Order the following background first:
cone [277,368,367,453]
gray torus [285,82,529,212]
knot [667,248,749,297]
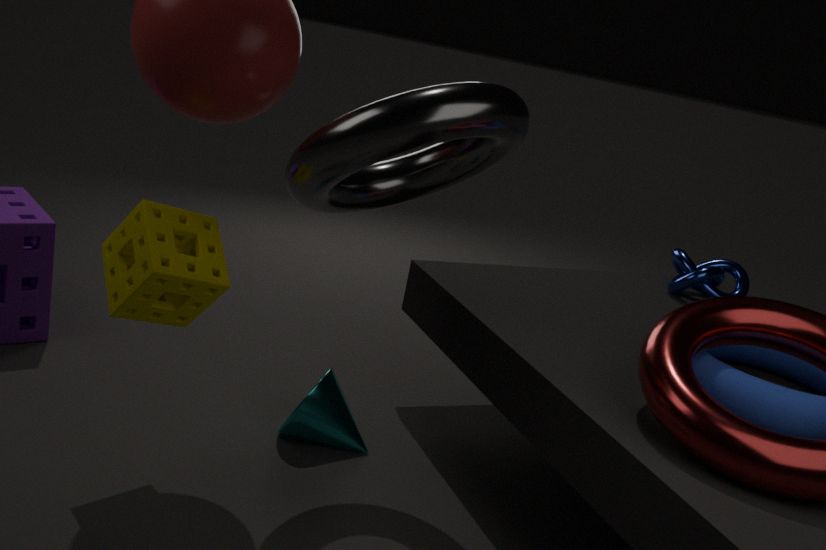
knot [667,248,749,297], cone [277,368,367,453], gray torus [285,82,529,212]
